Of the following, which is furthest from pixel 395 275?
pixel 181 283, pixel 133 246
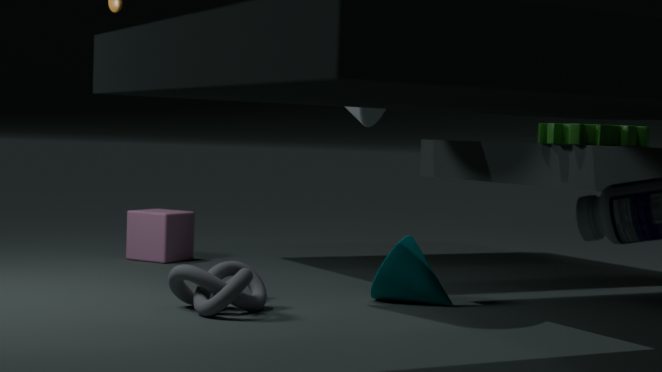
pixel 133 246
